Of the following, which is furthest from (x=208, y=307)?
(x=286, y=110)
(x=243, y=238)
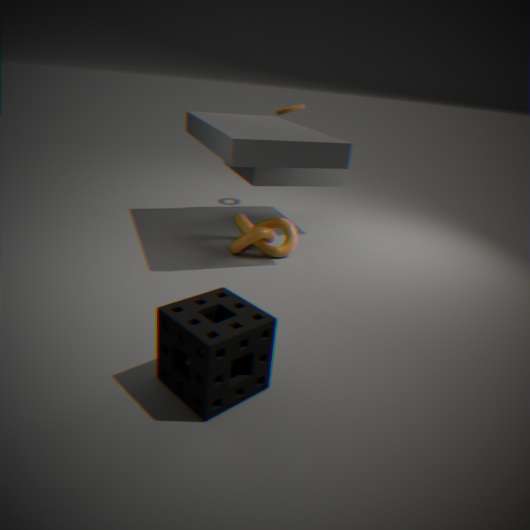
(x=286, y=110)
